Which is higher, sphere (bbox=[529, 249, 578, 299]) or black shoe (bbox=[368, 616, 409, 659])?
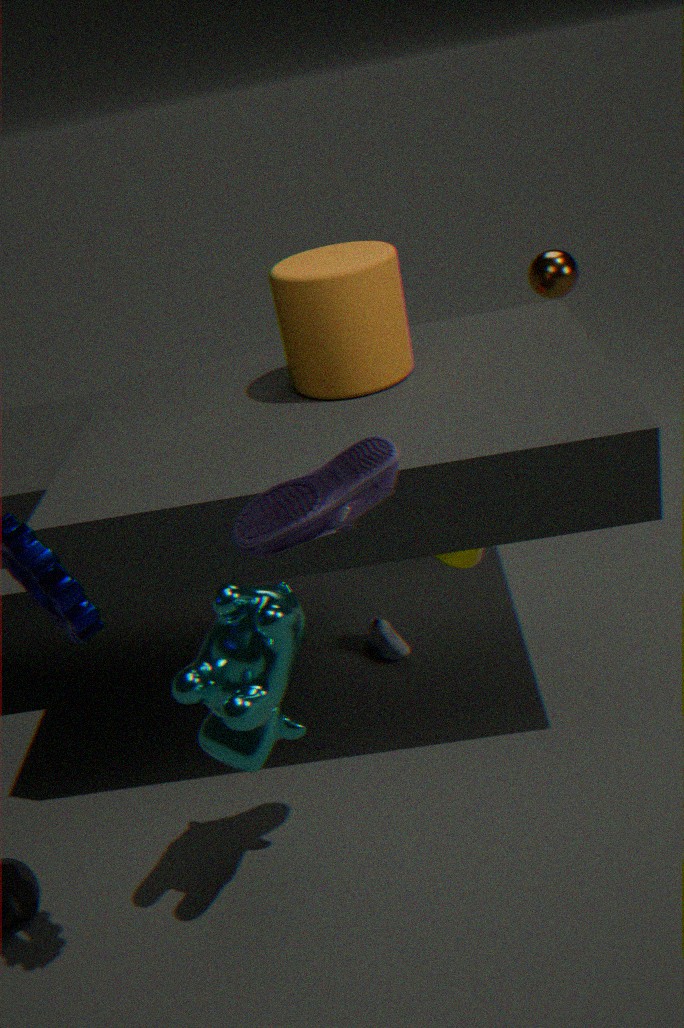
sphere (bbox=[529, 249, 578, 299])
